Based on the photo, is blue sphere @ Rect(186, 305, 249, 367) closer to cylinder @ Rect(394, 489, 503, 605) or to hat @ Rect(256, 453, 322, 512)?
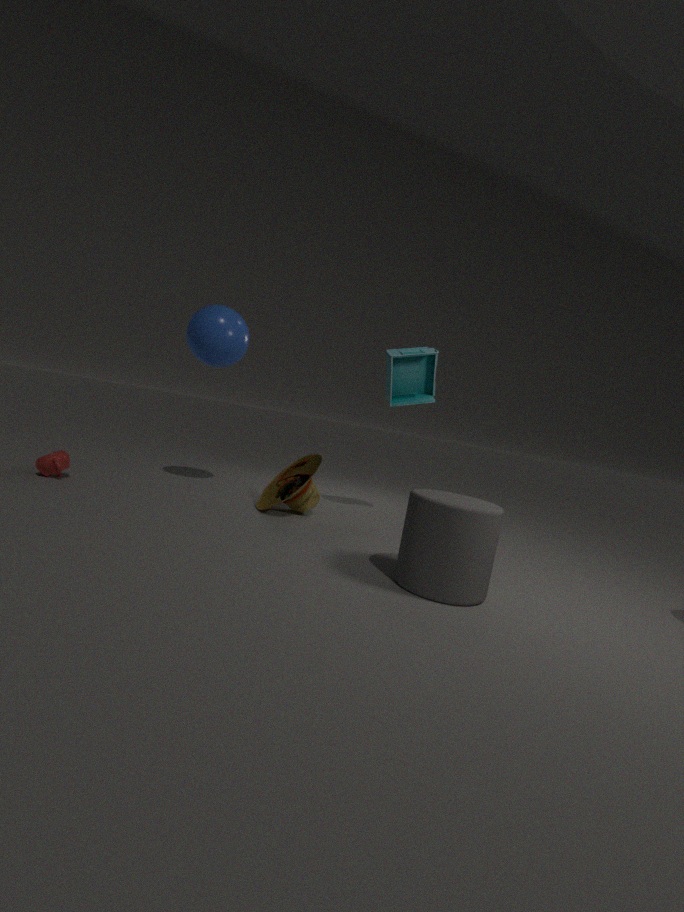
hat @ Rect(256, 453, 322, 512)
